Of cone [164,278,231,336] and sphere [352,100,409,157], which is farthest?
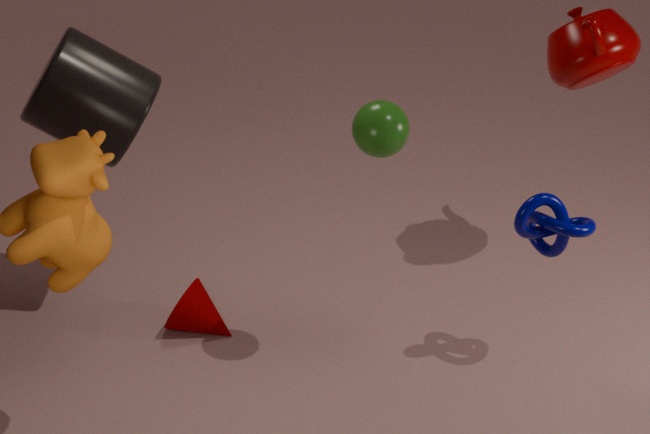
cone [164,278,231,336]
